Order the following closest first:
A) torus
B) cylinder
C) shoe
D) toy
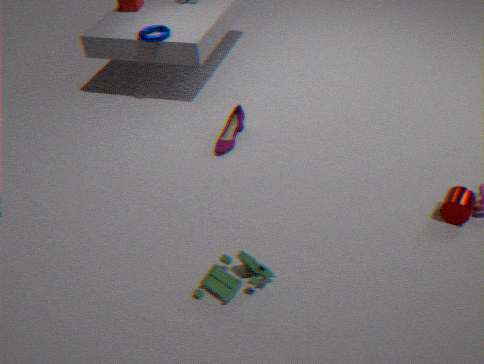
1. toy
2. cylinder
3. shoe
4. torus
